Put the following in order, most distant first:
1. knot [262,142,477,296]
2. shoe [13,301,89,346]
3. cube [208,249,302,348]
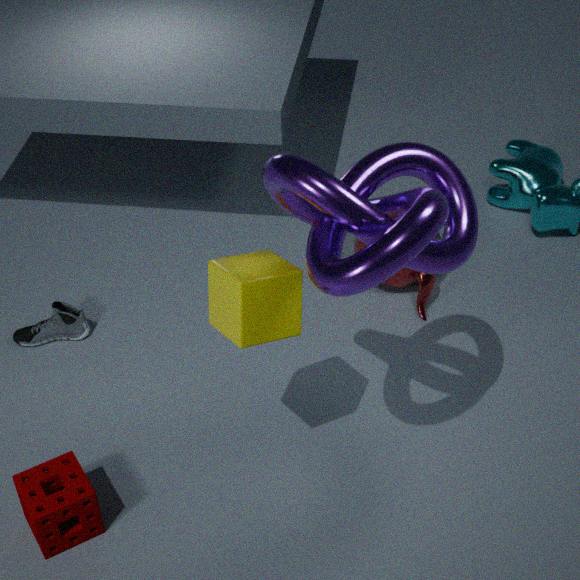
shoe [13,301,89,346], cube [208,249,302,348], knot [262,142,477,296]
